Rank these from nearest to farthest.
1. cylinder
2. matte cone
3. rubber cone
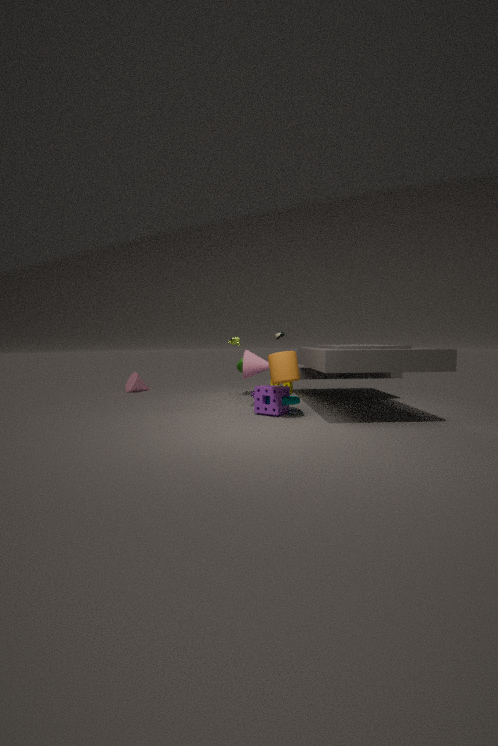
cylinder, matte cone, rubber cone
